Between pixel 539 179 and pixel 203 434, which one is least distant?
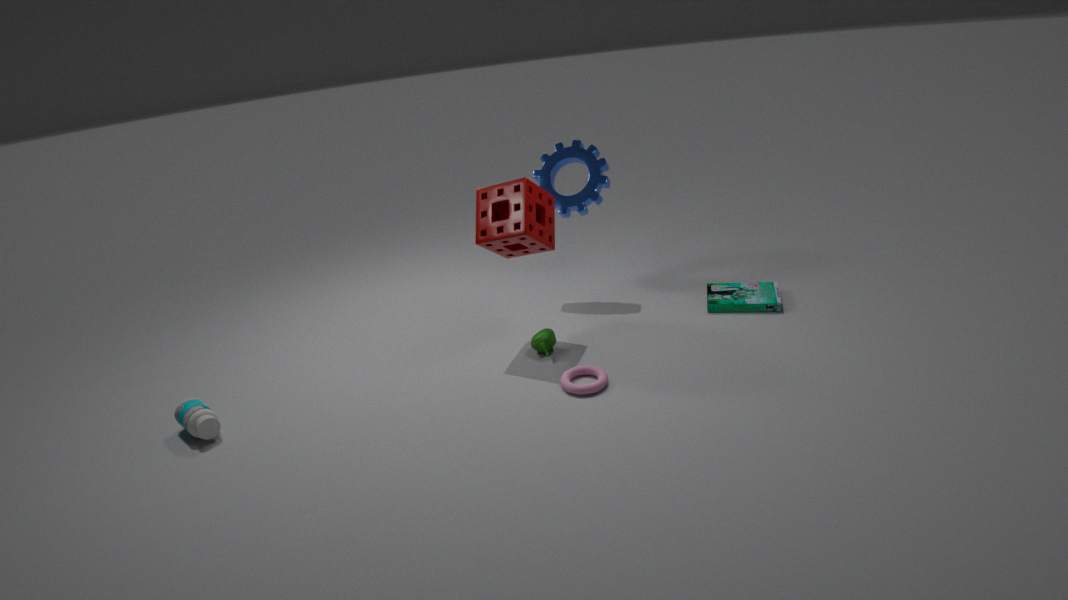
pixel 203 434
